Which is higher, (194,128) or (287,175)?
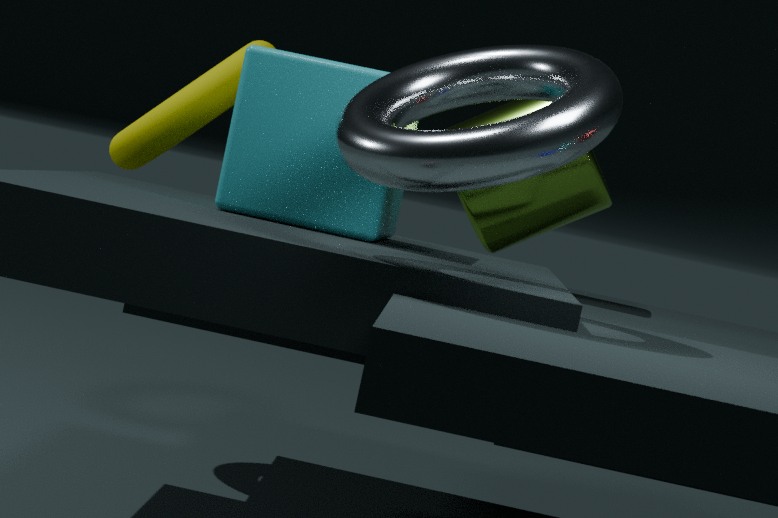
(194,128)
